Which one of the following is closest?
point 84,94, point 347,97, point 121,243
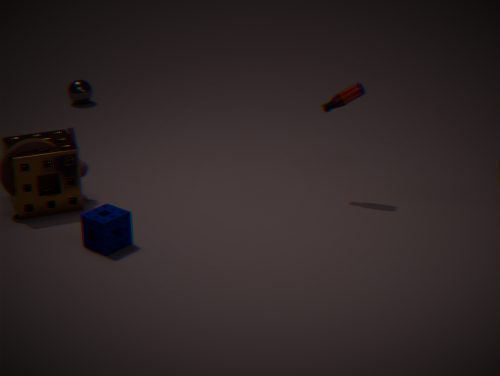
point 121,243
